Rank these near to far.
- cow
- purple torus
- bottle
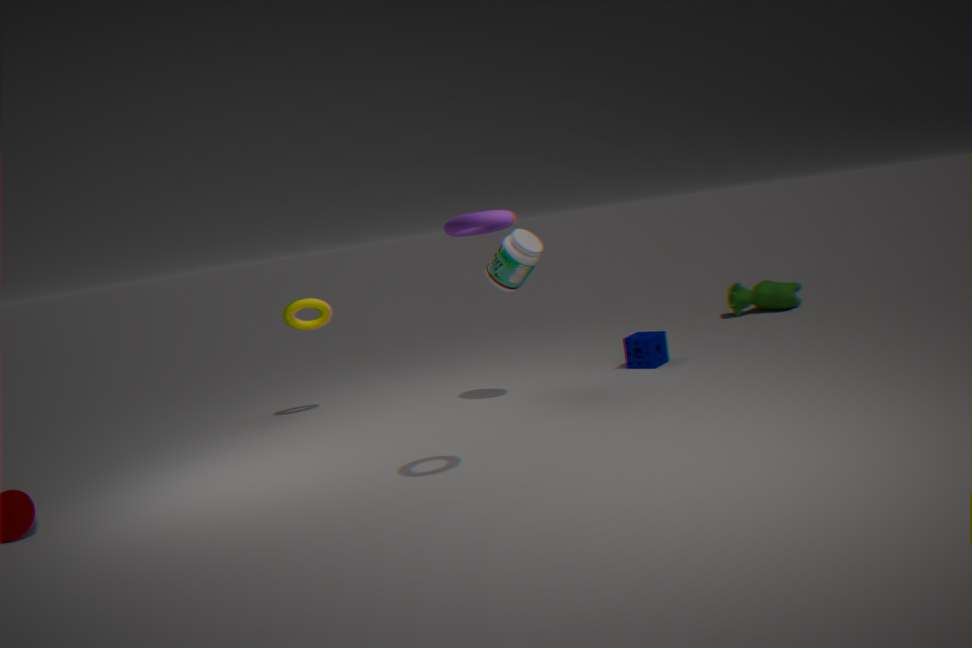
purple torus
bottle
cow
